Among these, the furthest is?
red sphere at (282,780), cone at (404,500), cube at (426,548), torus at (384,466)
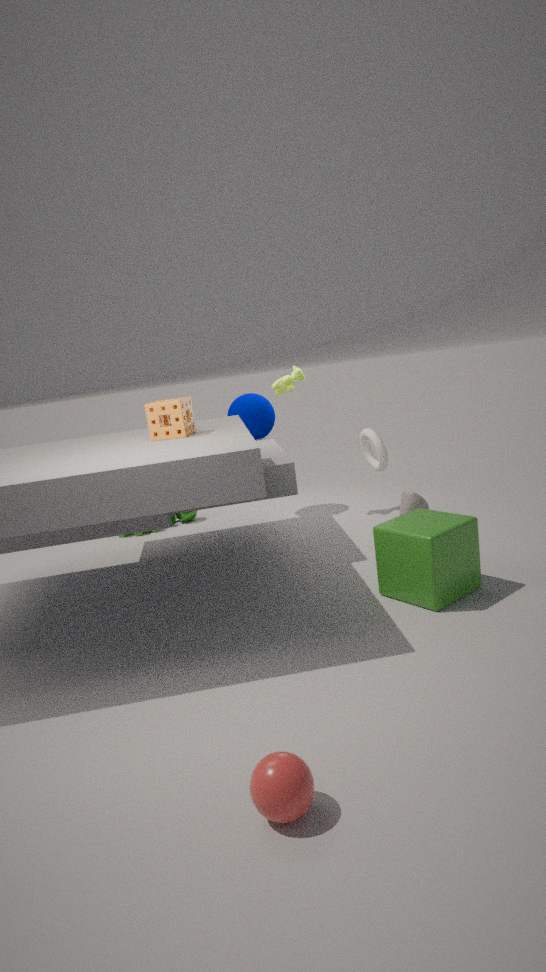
cone at (404,500)
